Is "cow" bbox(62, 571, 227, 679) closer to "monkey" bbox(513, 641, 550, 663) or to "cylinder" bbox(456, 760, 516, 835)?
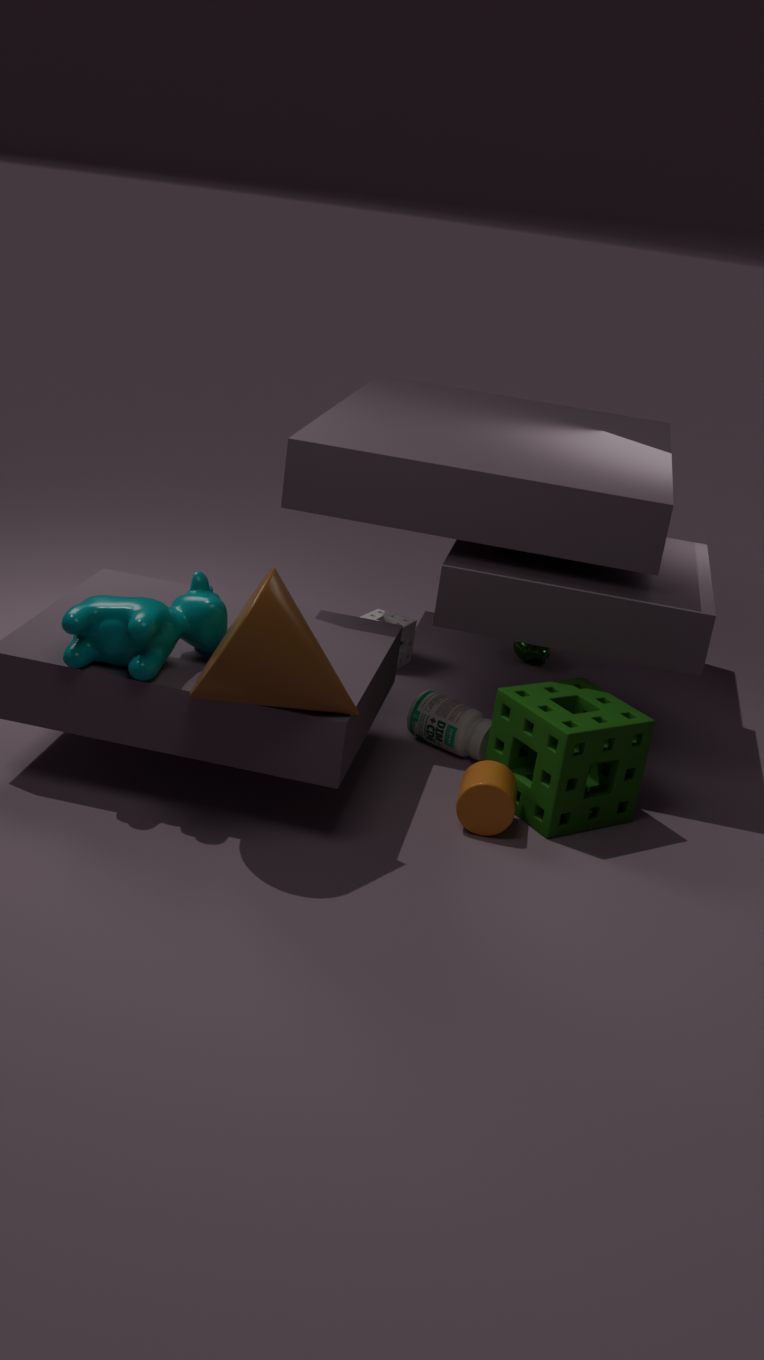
"cylinder" bbox(456, 760, 516, 835)
